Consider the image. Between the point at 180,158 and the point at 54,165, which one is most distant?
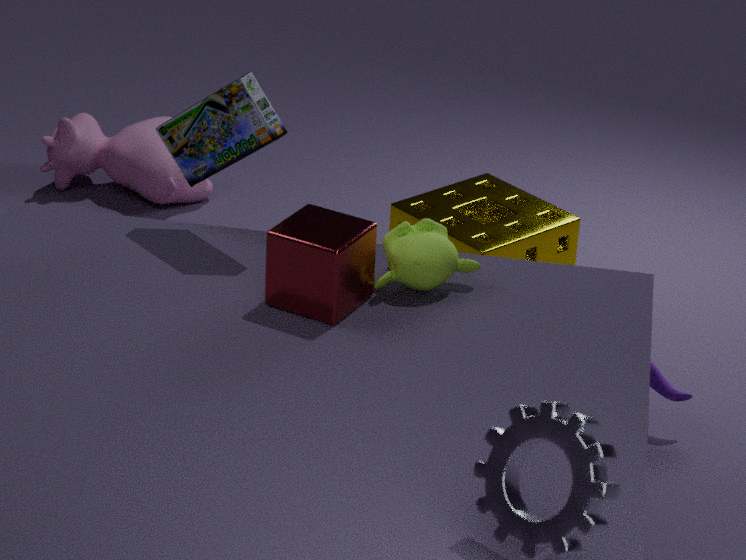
the point at 54,165
